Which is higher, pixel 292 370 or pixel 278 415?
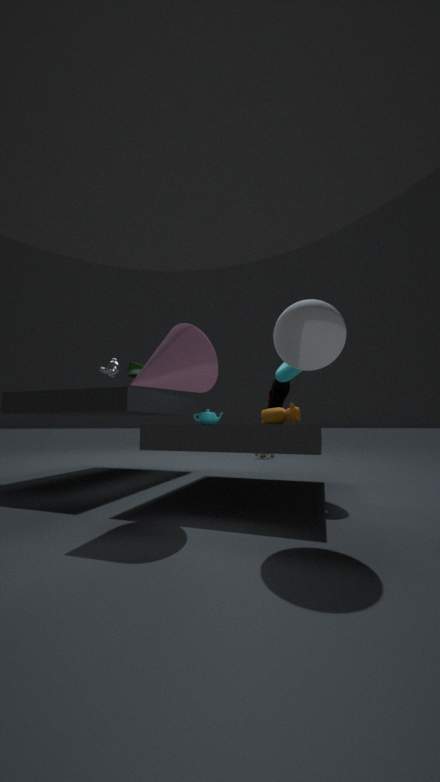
pixel 292 370
